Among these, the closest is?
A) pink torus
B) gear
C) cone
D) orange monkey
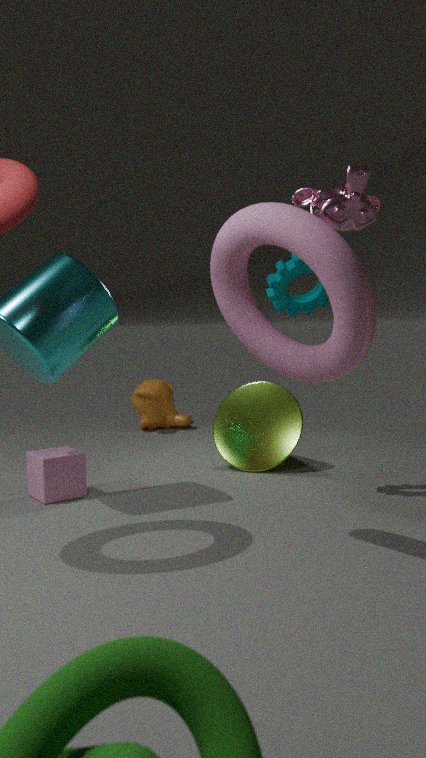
pink torus
